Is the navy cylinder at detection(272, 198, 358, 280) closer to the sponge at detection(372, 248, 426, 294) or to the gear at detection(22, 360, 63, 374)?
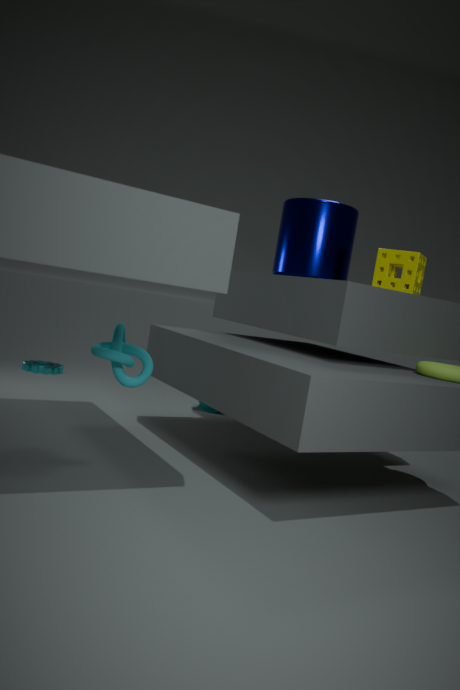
the sponge at detection(372, 248, 426, 294)
